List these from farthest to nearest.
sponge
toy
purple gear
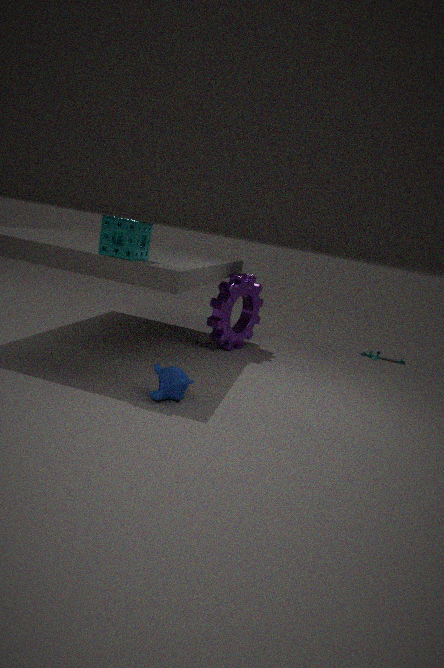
toy → purple gear → sponge
